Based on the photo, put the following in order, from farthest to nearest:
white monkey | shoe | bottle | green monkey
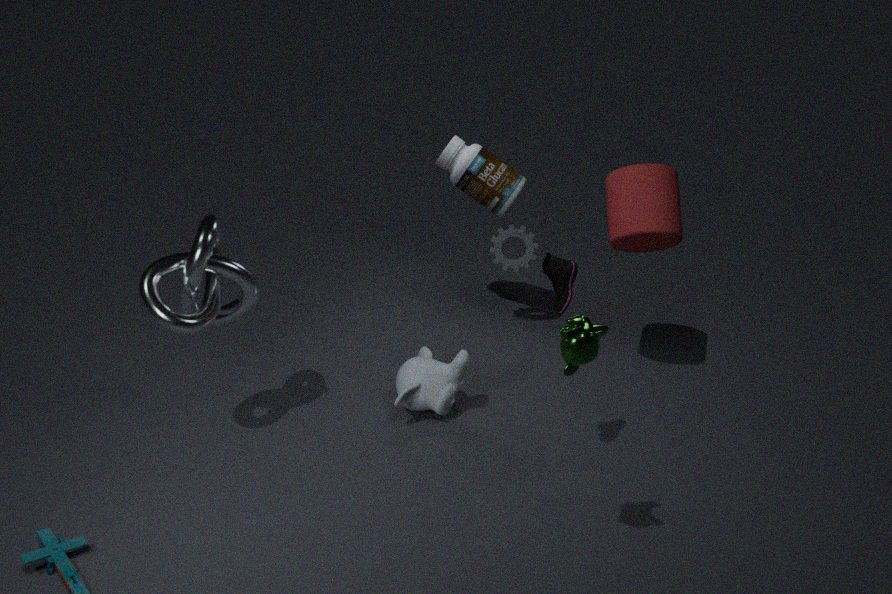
bottle < white monkey < shoe < green monkey
